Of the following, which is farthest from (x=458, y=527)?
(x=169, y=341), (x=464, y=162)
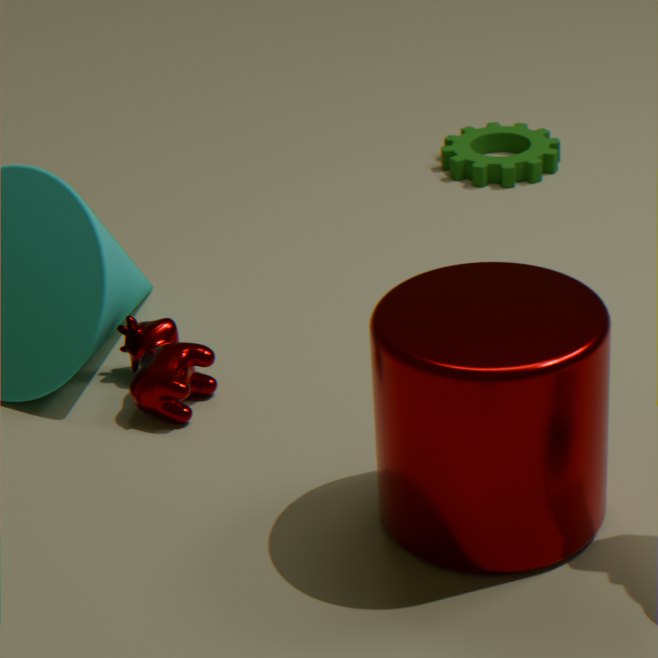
(x=464, y=162)
